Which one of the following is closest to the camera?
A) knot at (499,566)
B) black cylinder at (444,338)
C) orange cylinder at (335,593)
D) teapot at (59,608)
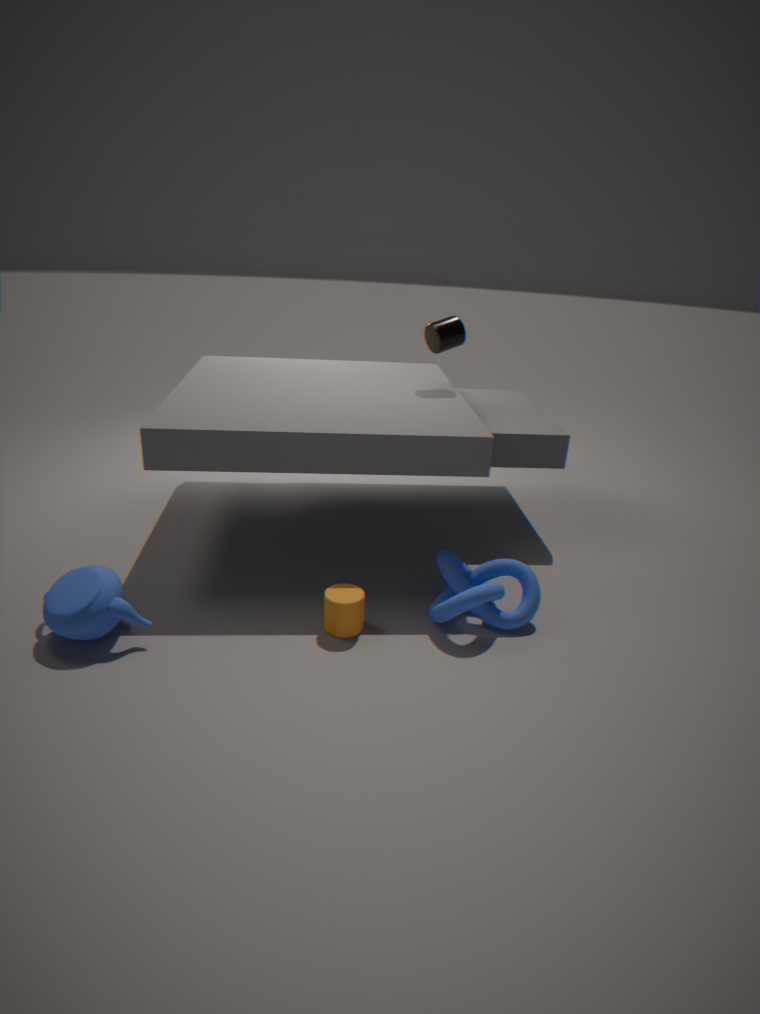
teapot at (59,608)
